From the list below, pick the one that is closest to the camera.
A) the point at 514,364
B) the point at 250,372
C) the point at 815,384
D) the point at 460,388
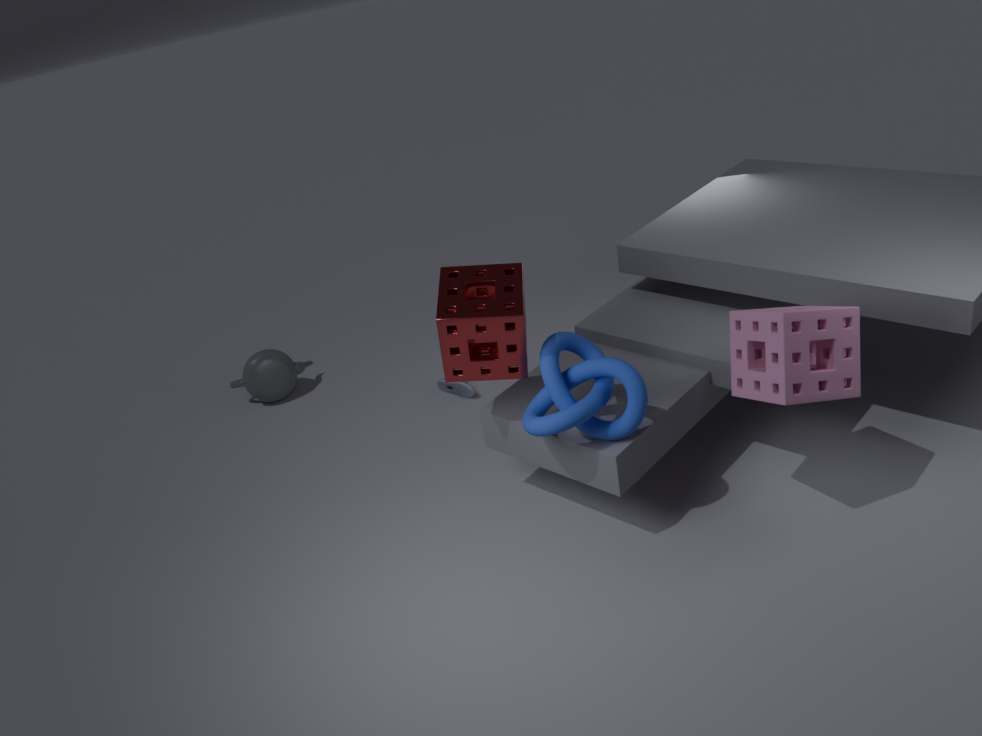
the point at 815,384
